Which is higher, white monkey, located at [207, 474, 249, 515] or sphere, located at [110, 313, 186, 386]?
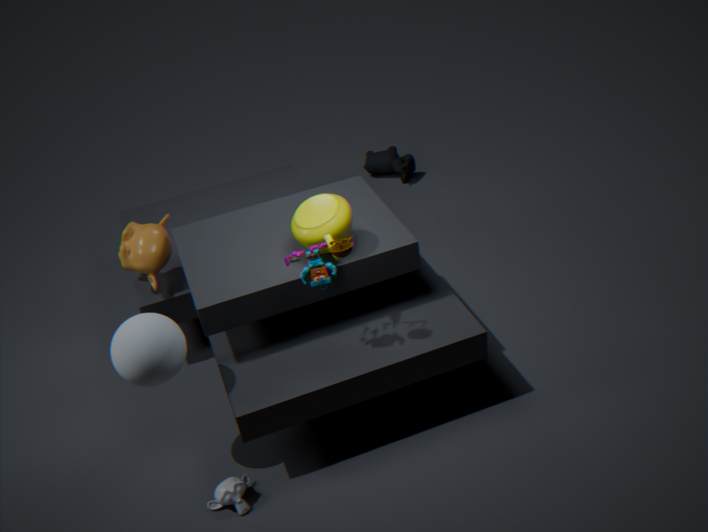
sphere, located at [110, 313, 186, 386]
